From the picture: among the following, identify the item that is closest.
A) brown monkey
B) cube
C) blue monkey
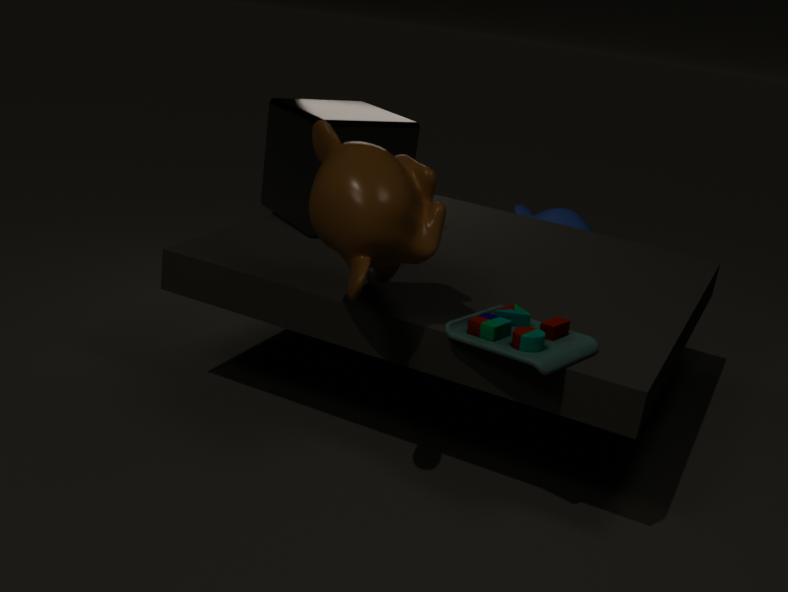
brown monkey
